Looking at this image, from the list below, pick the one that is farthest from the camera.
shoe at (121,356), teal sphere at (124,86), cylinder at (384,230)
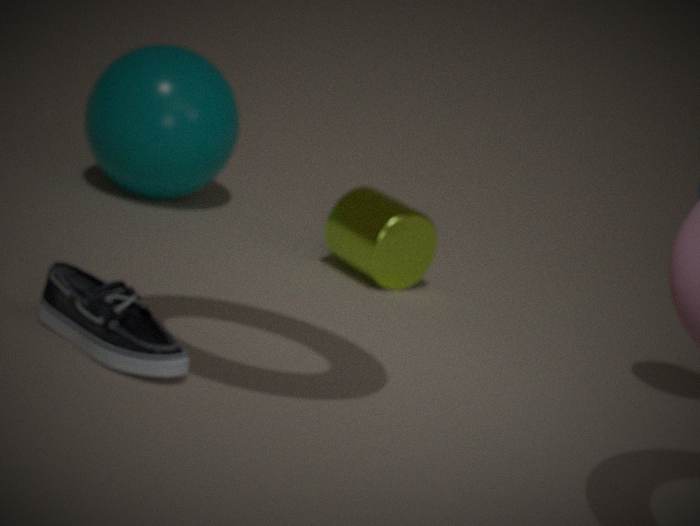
teal sphere at (124,86)
